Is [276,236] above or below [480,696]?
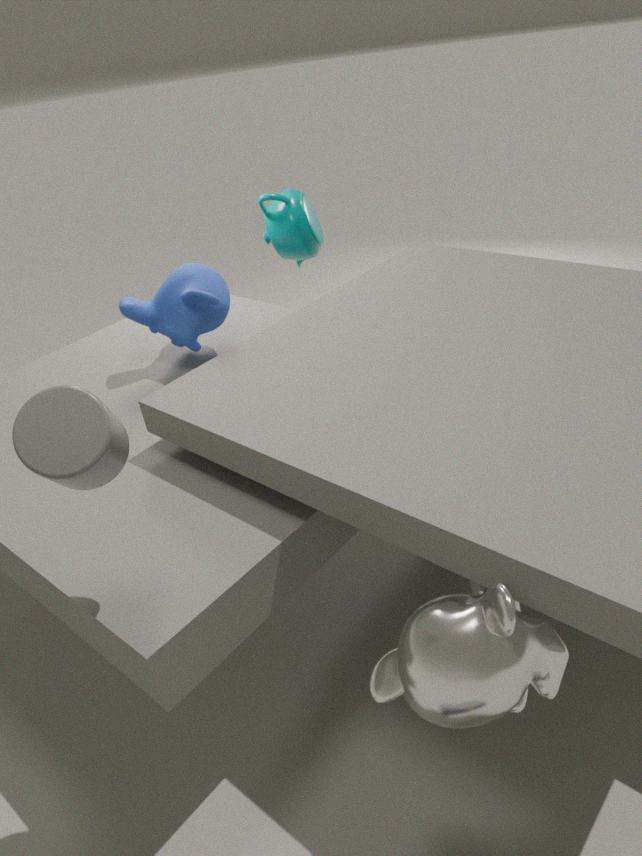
above
